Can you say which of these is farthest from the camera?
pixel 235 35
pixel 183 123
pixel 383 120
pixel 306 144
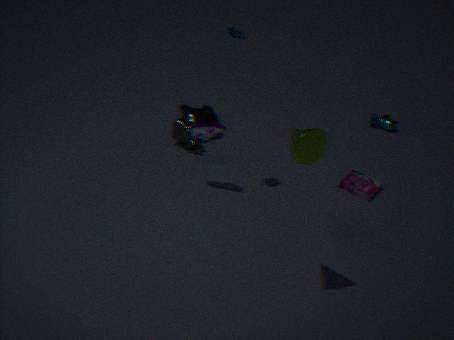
pixel 383 120
